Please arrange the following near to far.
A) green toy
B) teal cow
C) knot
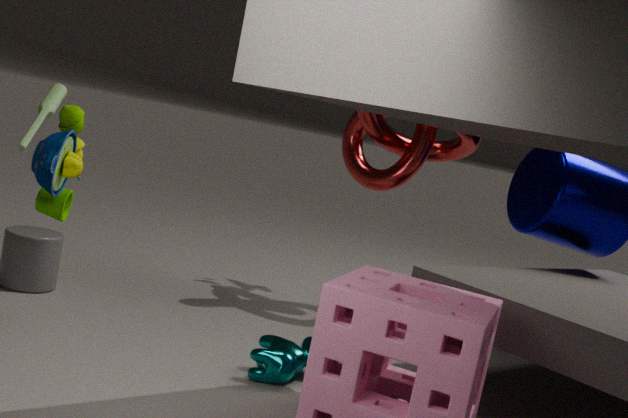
1. green toy
2. teal cow
3. knot
